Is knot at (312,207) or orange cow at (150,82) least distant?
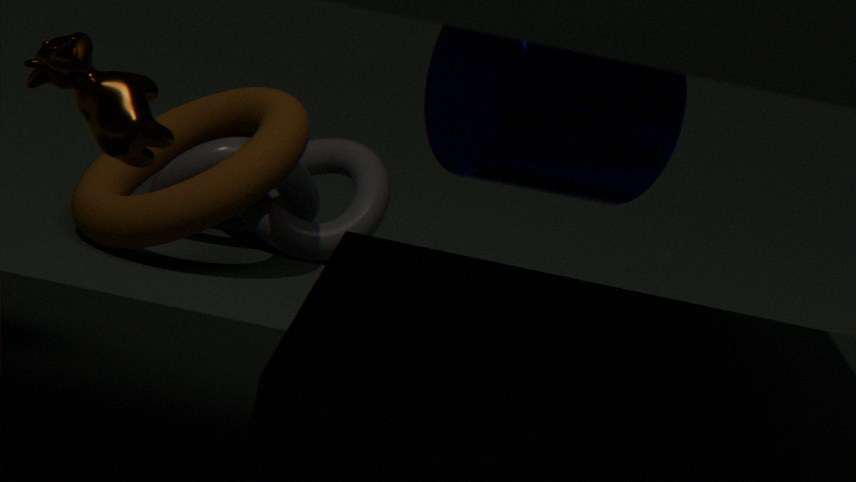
orange cow at (150,82)
